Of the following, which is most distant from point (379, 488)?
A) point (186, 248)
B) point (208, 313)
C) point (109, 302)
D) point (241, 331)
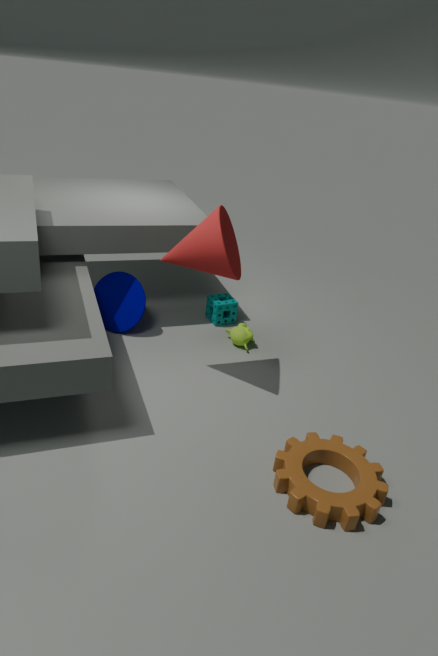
point (109, 302)
